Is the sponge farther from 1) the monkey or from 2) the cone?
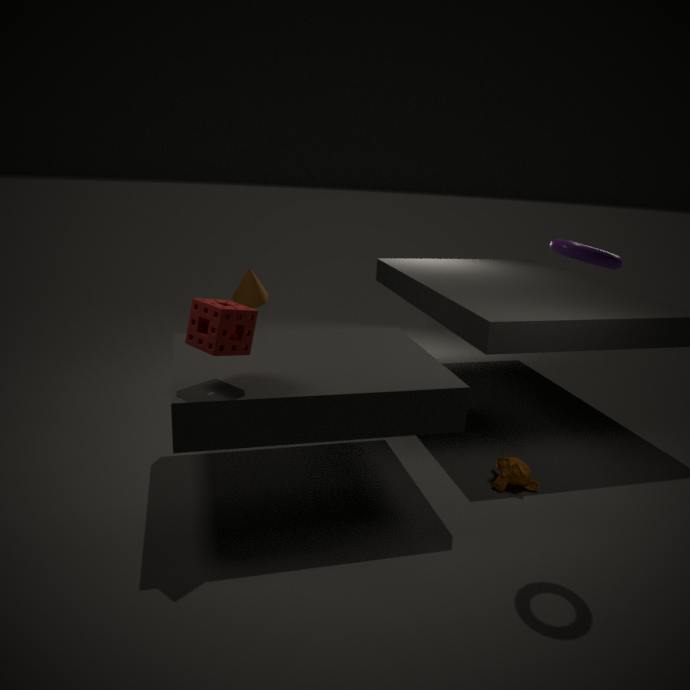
1) the monkey
